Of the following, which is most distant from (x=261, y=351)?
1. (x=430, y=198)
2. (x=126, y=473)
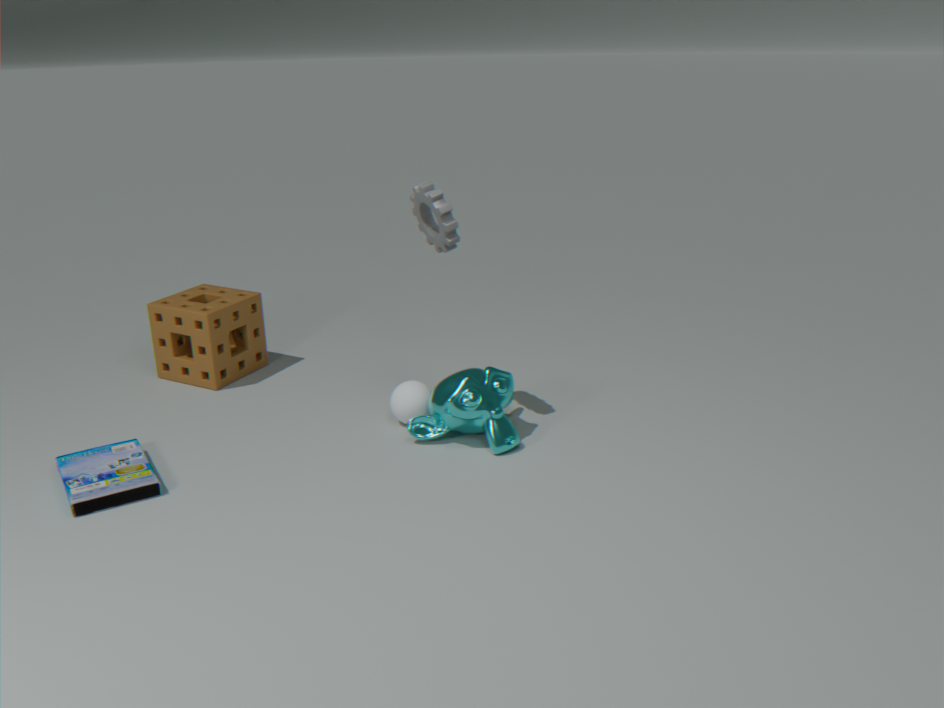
(x=430, y=198)
